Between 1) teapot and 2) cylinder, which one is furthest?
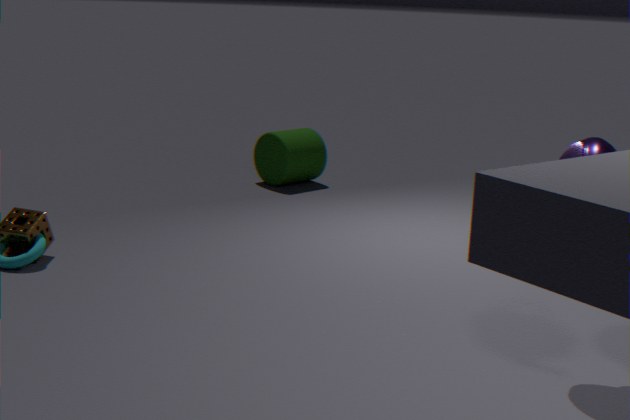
2. cylinder
